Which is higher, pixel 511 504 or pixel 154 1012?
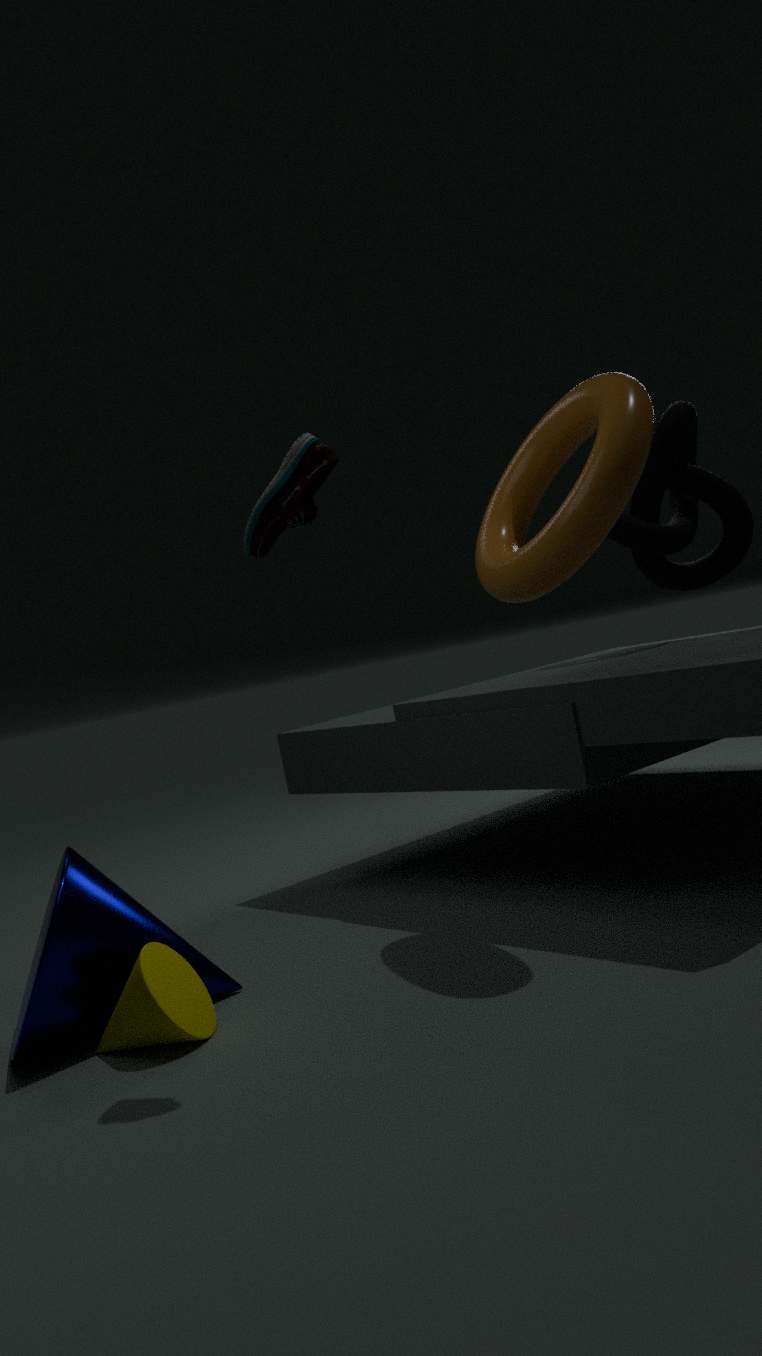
pixel 511 504
